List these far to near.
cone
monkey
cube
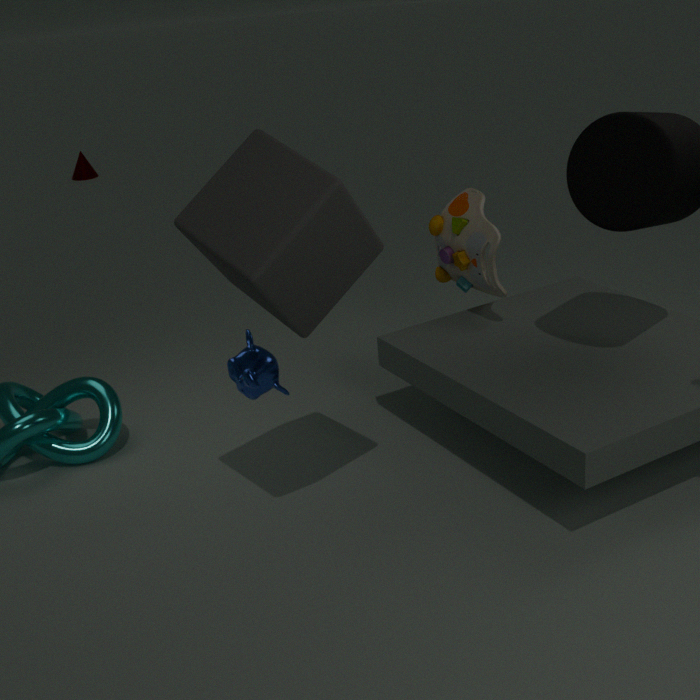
cone → monkey → cube
